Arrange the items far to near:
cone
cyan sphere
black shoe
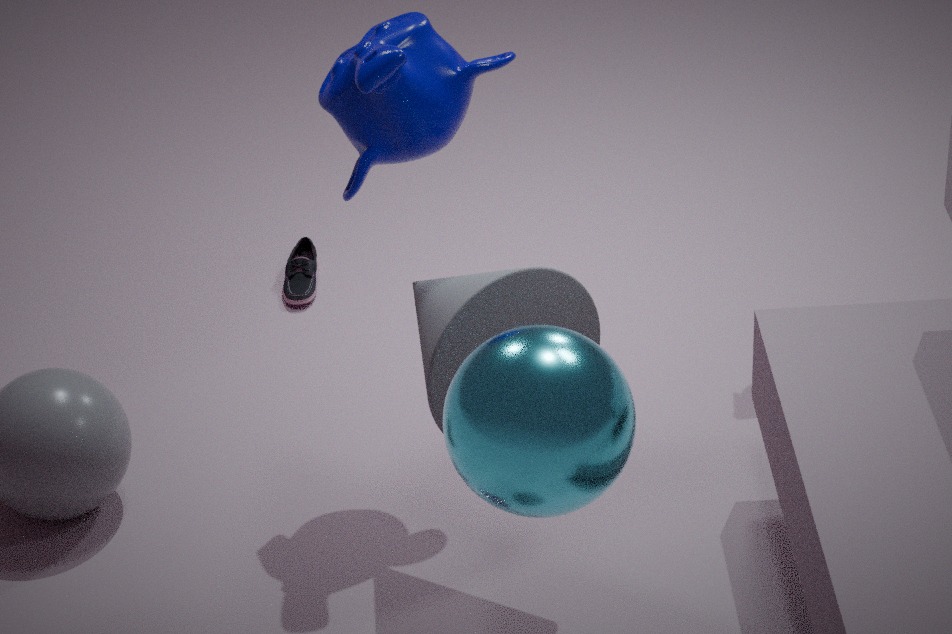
black shoe < cone < cyan sphere
